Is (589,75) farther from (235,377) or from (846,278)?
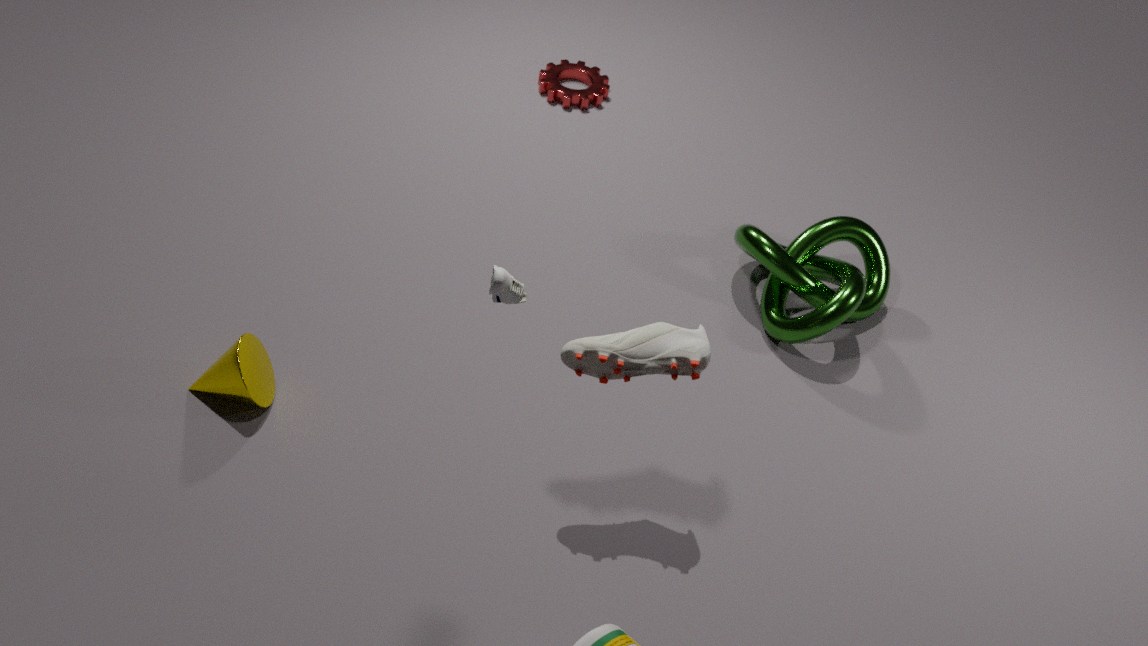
(235,377)
